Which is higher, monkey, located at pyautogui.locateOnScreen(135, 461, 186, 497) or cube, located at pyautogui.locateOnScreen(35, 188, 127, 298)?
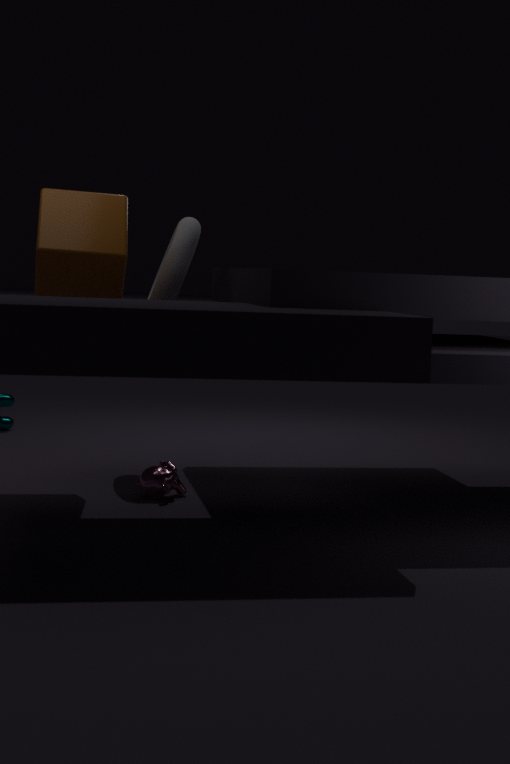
cube, located at pyautogui.locateOnScreen(35, 188, 127, 298)
